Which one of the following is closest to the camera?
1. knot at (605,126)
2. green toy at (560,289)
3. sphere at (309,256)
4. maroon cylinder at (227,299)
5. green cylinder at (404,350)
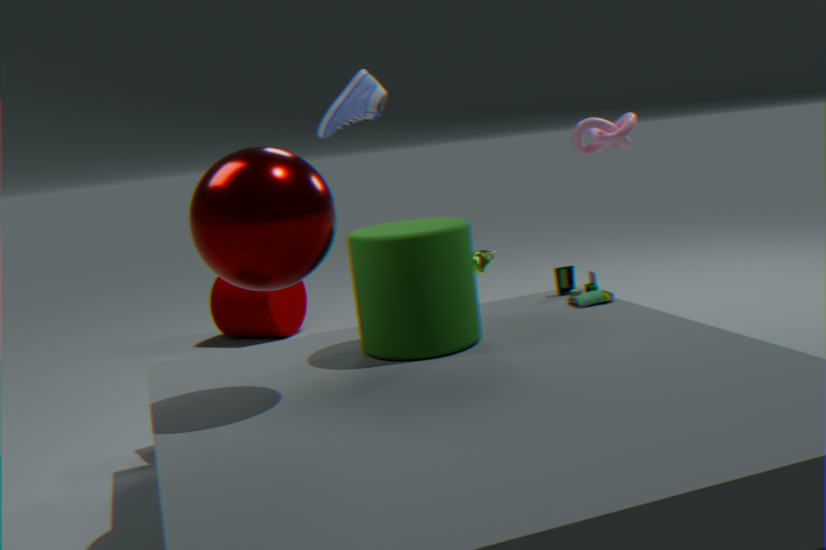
sphere at (309,256)
